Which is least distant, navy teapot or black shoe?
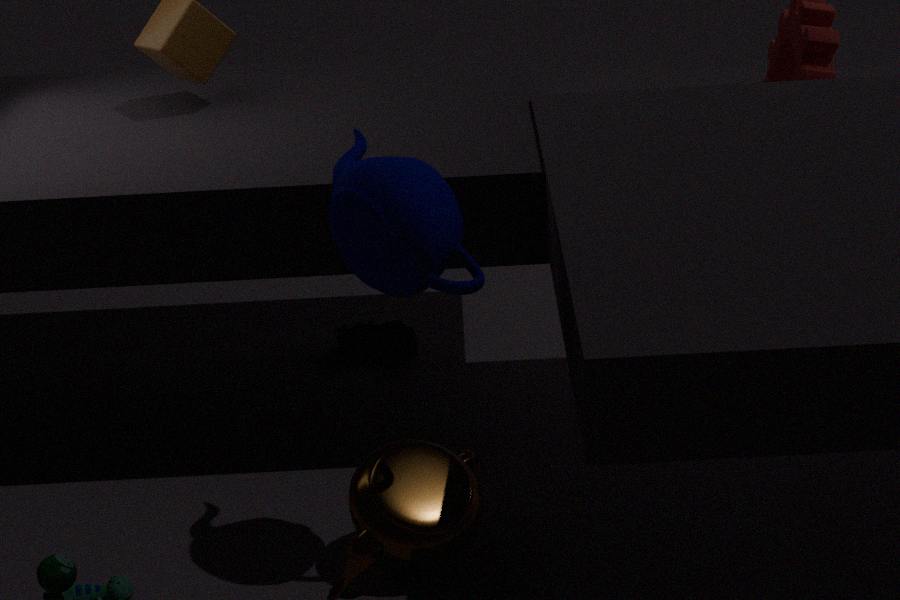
navy teapot
